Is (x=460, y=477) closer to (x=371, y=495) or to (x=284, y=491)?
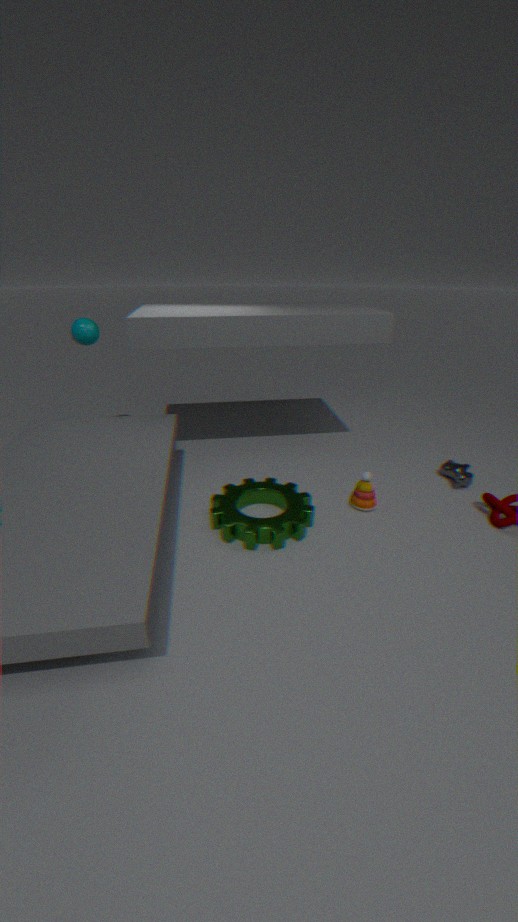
(x=371, y=495)
